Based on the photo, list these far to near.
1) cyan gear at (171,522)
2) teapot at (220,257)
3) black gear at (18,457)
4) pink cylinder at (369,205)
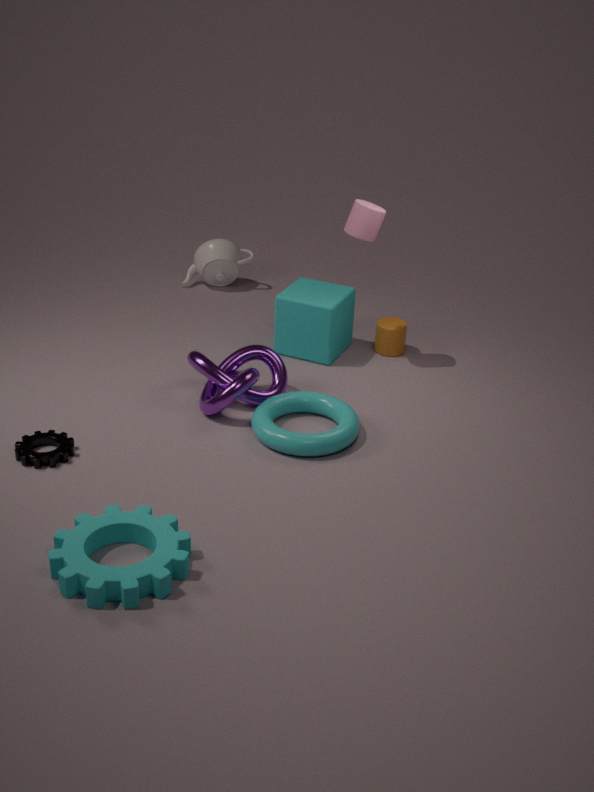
2. teapot at (220,257) < 4. pink cylinder at (369,205) < 3. black gear at (18,457) < 1. cyan gear at (171,522)
